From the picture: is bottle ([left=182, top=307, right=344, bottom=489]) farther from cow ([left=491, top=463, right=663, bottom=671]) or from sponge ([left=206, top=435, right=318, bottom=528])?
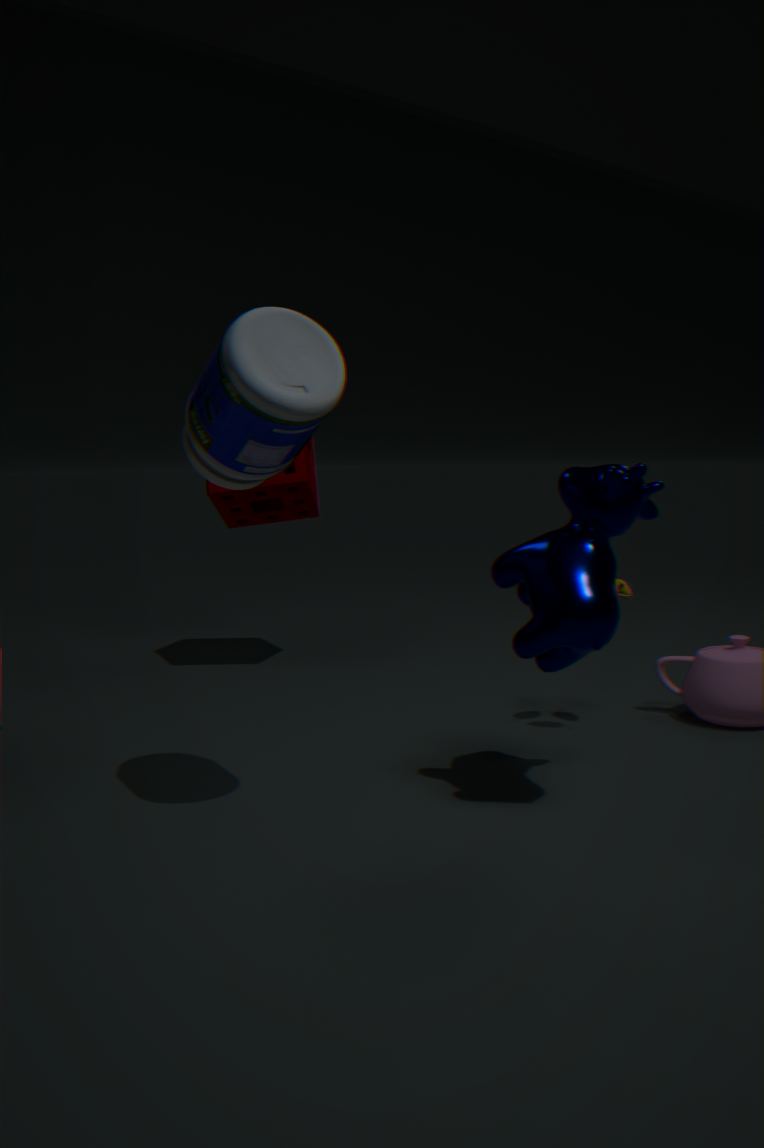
sponge ([left=206, top=435, right=318, bottom=528])
